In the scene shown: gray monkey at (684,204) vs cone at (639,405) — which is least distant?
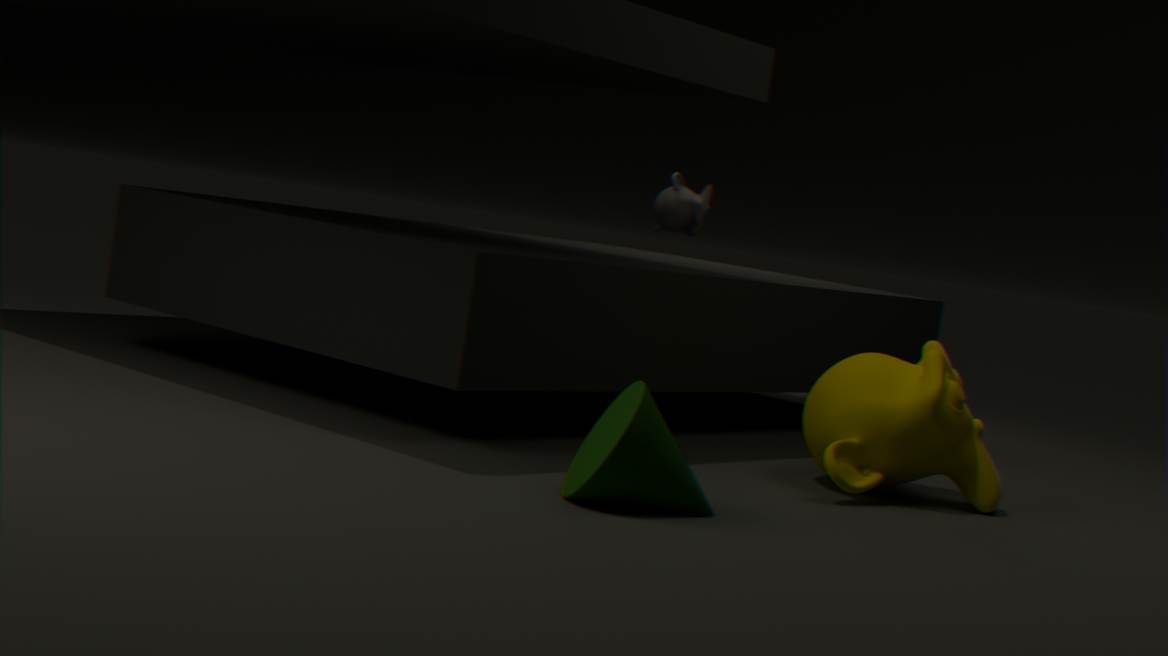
cone at (639,405)
